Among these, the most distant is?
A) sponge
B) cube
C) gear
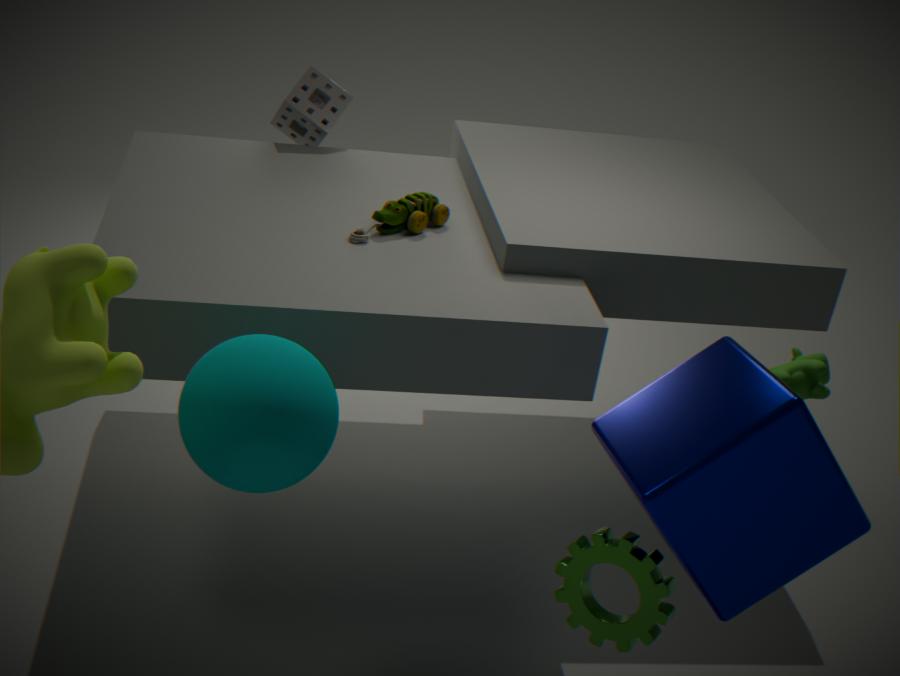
sponge
